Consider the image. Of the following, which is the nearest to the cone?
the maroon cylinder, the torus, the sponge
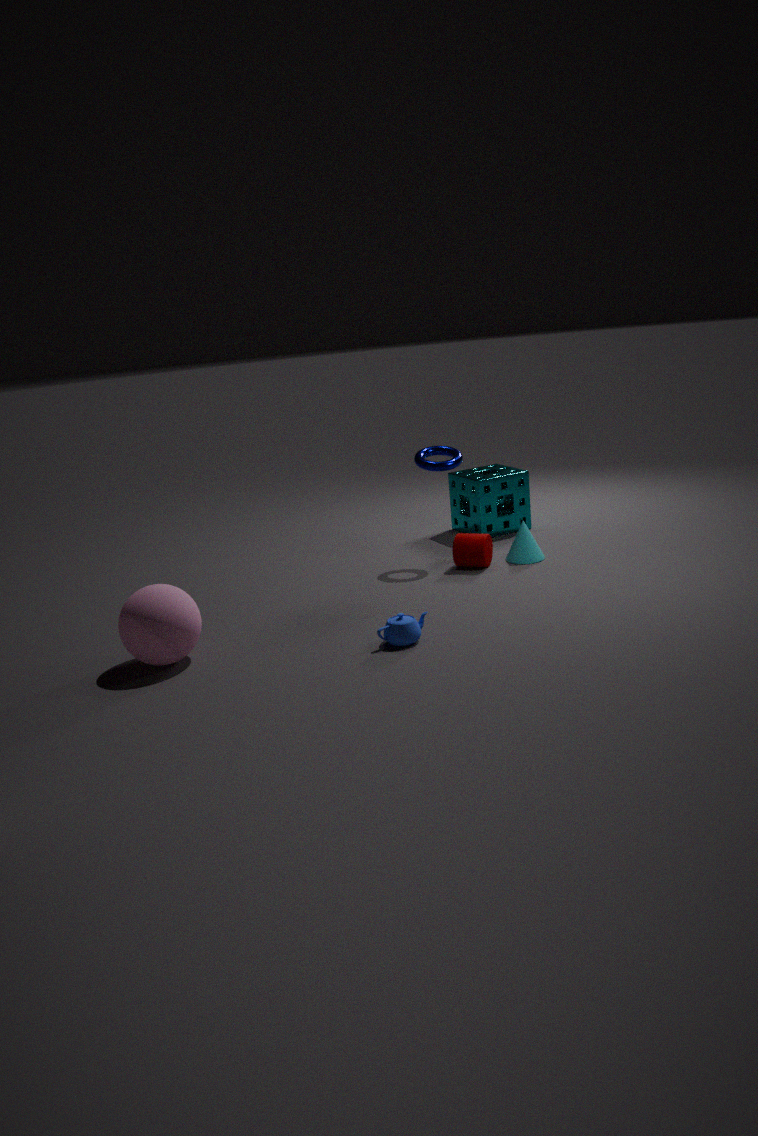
the maroon cylinder
